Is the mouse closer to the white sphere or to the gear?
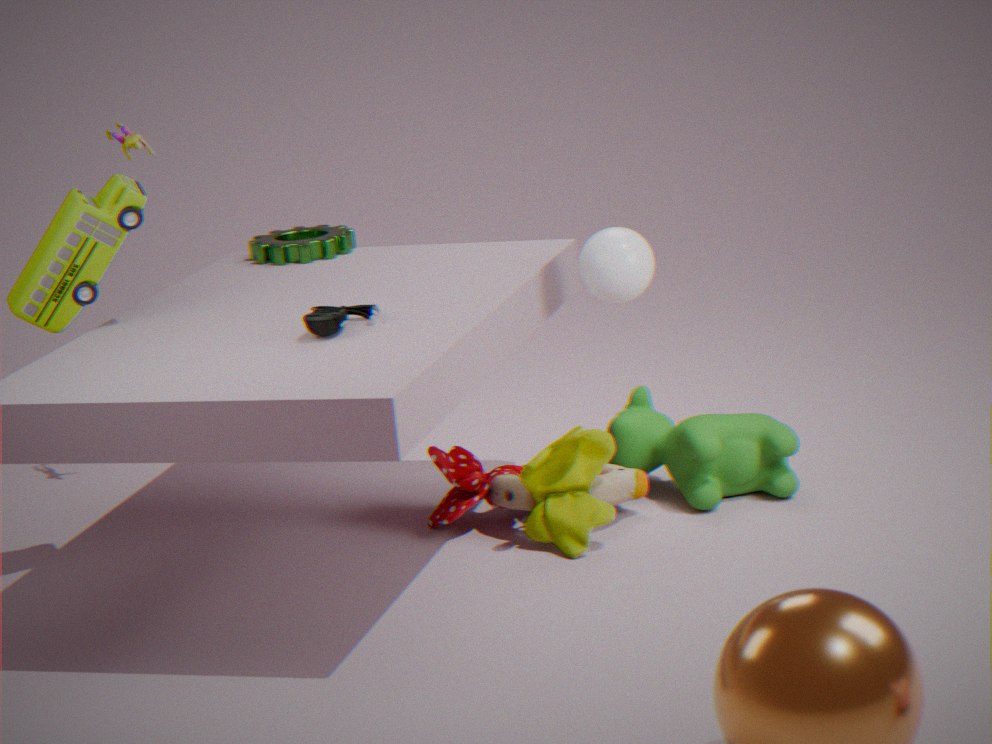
the white sphere
